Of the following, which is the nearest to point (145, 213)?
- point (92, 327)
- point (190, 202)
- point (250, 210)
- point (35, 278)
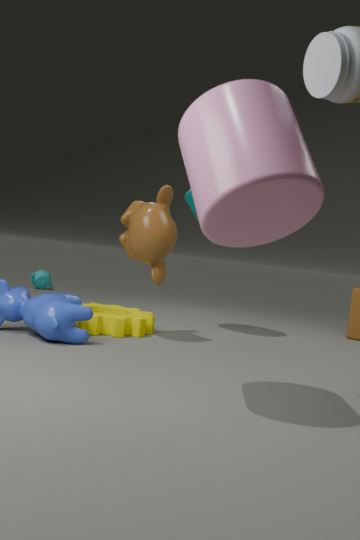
point (92, 327)
